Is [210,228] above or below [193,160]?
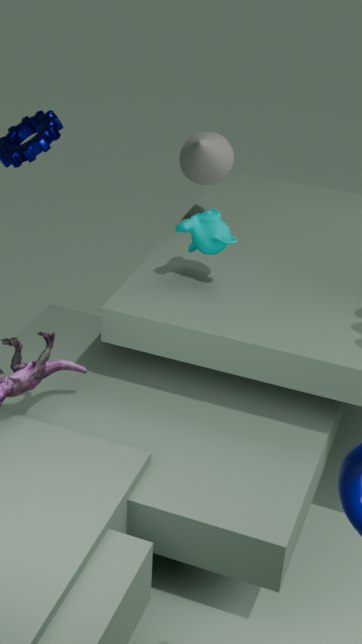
below
